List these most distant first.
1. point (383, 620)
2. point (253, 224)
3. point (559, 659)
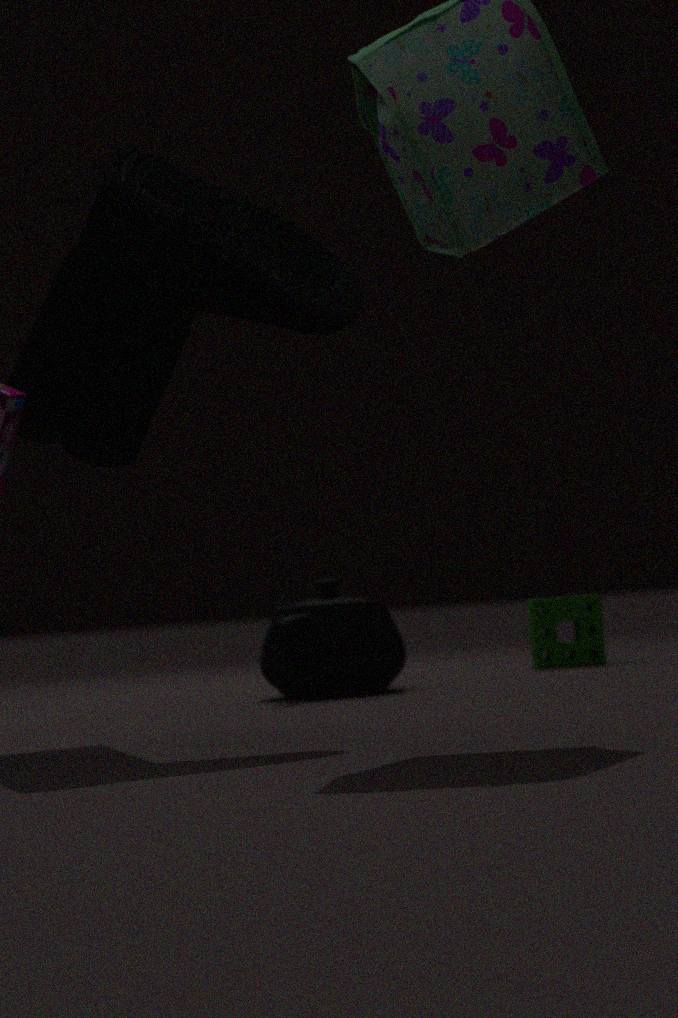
point (559, 659) → point (383, 620) → point (253, 224)
